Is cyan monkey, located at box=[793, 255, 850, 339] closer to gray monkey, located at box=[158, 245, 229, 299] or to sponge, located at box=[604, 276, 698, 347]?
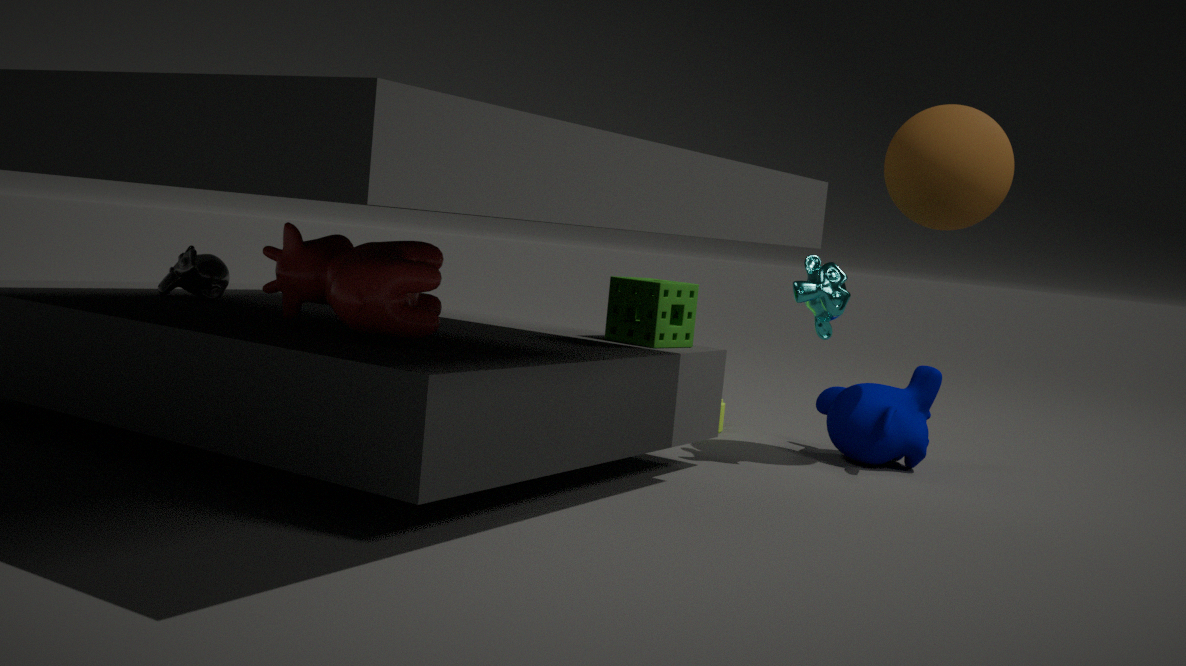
sponge, located at box=[604, 276, 698, 347]
